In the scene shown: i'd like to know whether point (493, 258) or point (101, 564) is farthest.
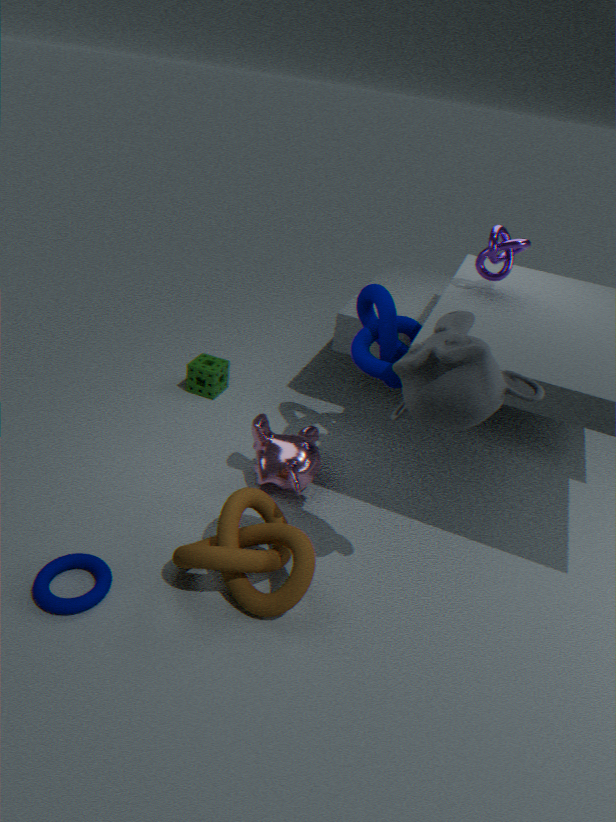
point (493, 258)
